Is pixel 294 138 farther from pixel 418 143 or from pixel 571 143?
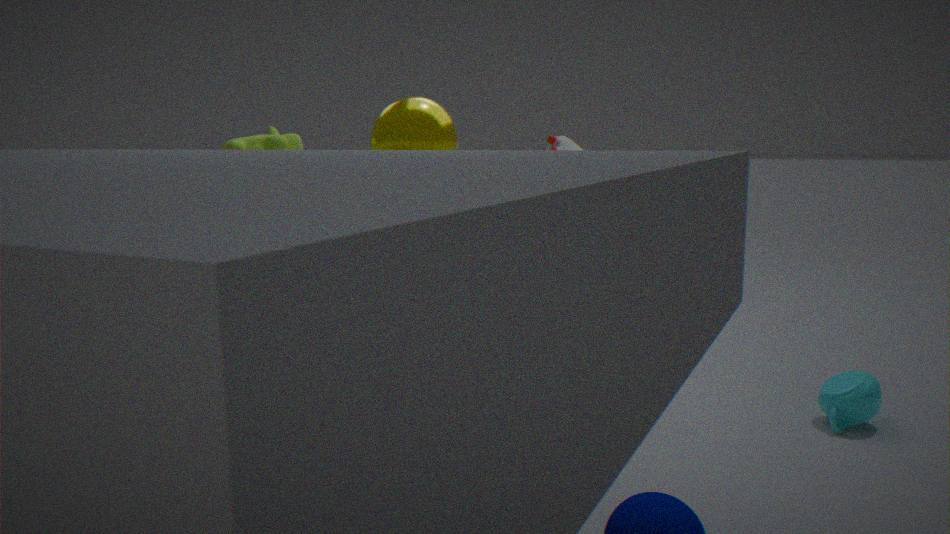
pixel 571 143
